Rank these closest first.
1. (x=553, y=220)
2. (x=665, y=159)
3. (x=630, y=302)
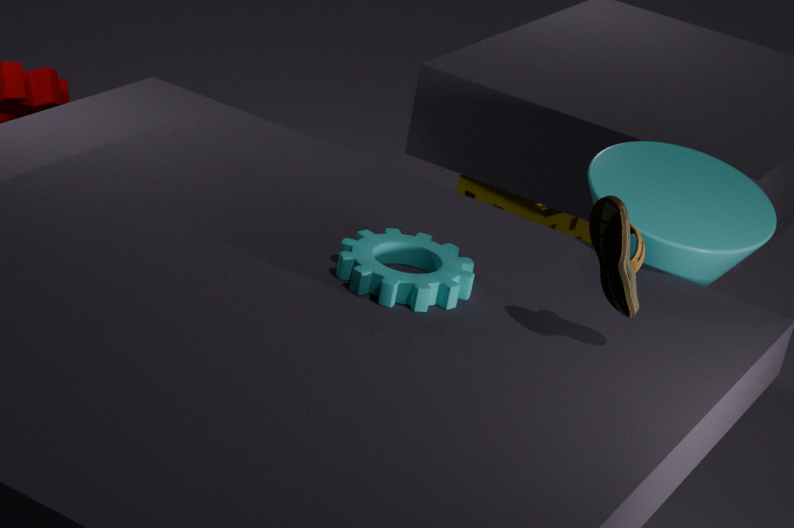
1. (x=630, y=302)
2. (x=665, y=159)
3. (x=553, y=220)
